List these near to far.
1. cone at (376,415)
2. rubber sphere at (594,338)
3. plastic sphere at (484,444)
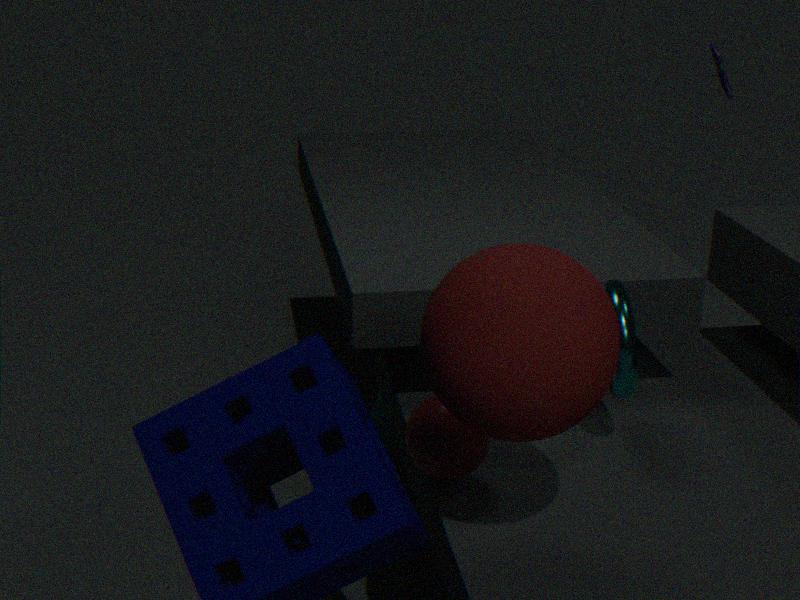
rubber sphere at (594,338), plastic sphere at (484,444), cone at (376,415)
